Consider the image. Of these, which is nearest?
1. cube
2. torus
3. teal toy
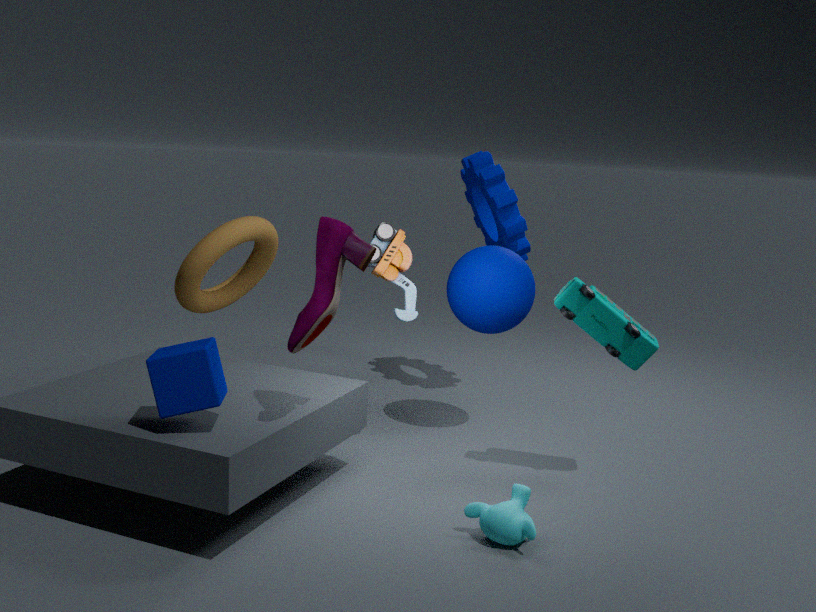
cube
